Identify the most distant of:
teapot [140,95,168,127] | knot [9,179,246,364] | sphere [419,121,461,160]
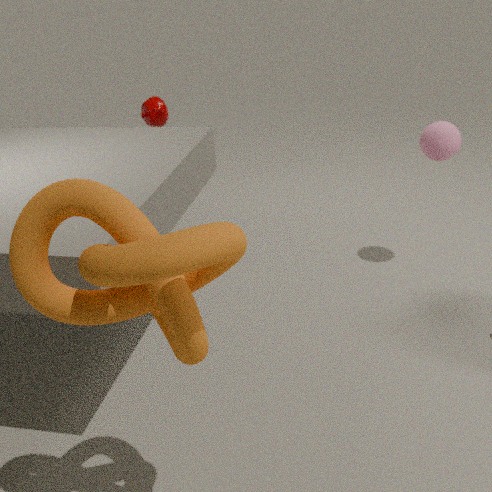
teapot [140,95,168,127]
